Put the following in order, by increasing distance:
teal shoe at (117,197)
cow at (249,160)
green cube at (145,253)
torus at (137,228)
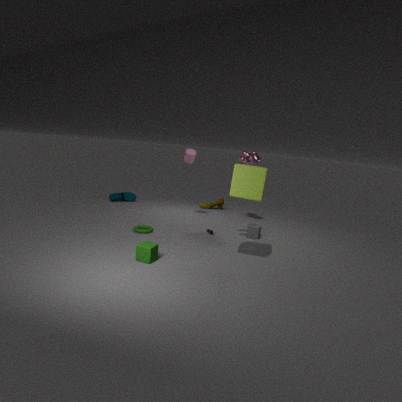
green cube at (145,253) < torus at (137,228) < cow at (249,160) < teal shoe at (117,197)
